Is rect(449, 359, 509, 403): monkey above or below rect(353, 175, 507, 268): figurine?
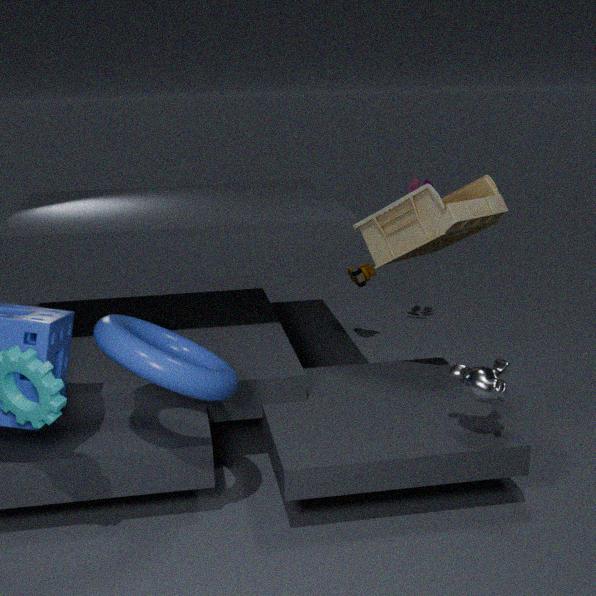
below
